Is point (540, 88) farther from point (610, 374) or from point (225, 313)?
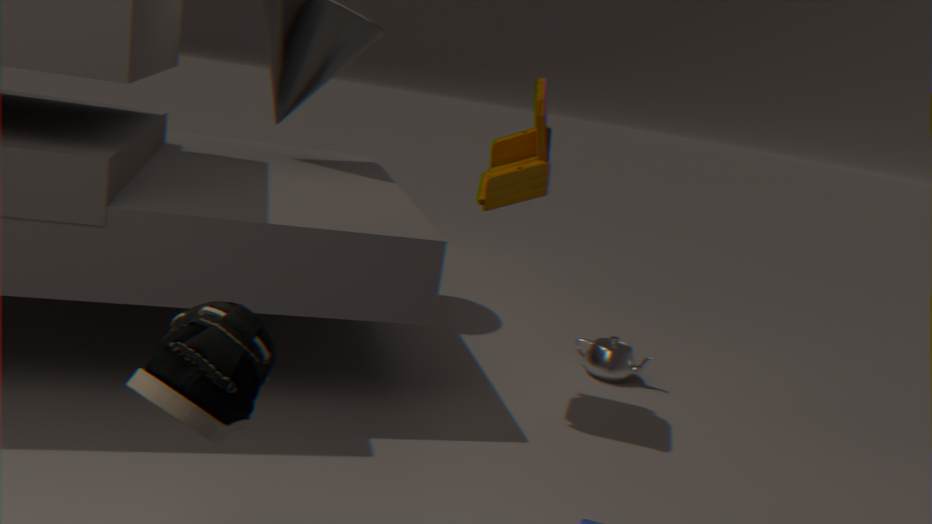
point (225, 313)
